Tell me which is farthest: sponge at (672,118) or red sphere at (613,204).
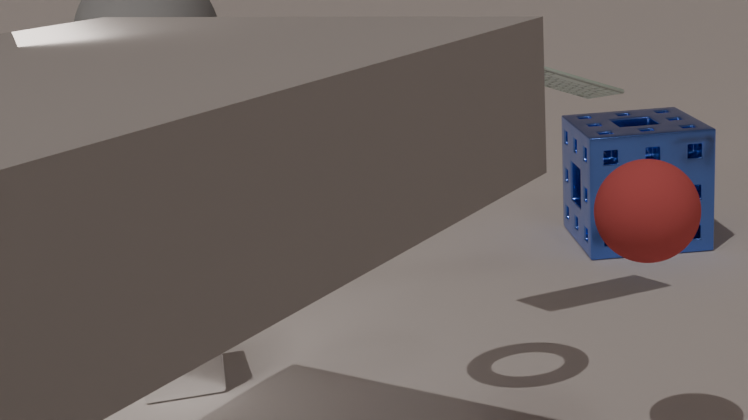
sponge at (672,118)
